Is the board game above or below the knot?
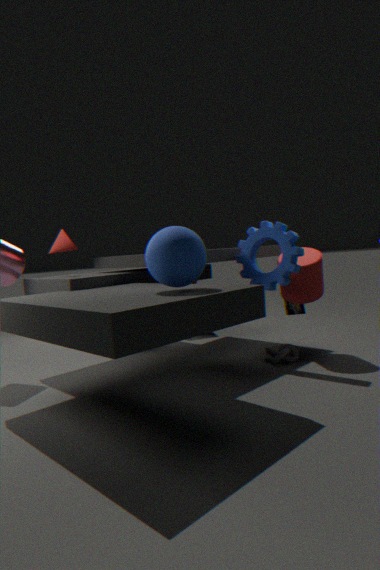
above
